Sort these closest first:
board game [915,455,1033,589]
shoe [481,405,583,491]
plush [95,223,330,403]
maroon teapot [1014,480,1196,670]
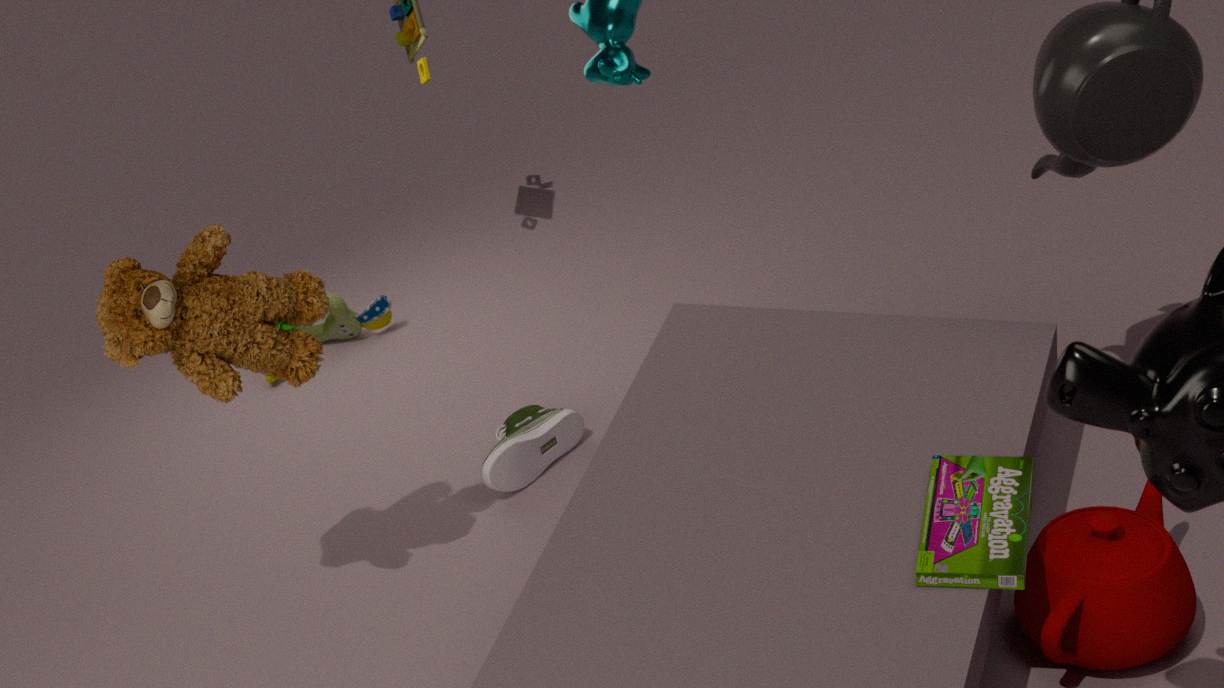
board game [915,455,1033,589], maroon teapot [1014,480,1196,670], plush [95,223,330,403], shoe [481,405,583,491]
